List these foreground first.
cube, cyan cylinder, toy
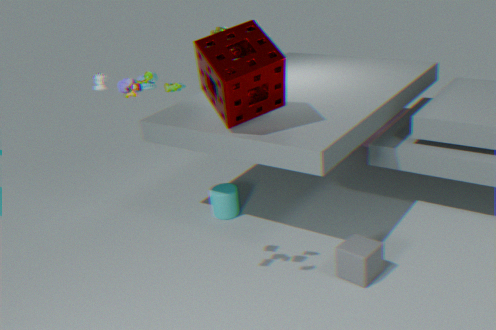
toy
cube
cyan cylinder
